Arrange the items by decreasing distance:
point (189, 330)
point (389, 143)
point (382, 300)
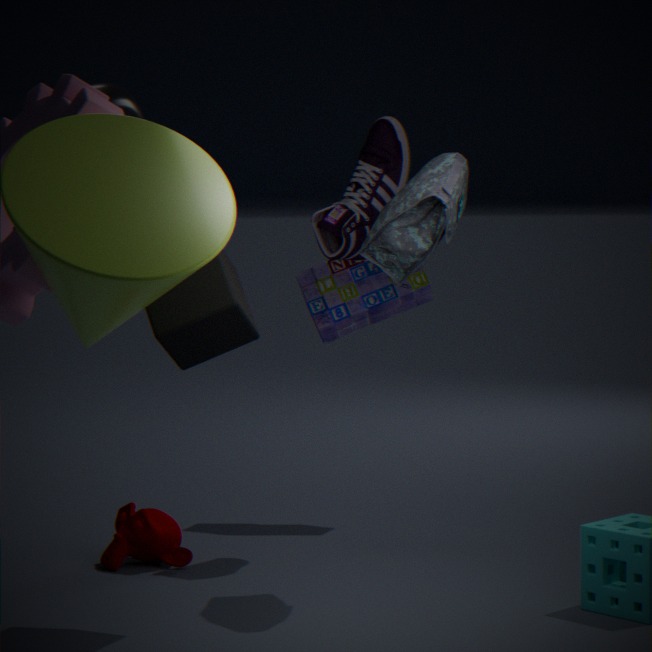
point (382, 300) < point (389, 143) < point (189, 330)
